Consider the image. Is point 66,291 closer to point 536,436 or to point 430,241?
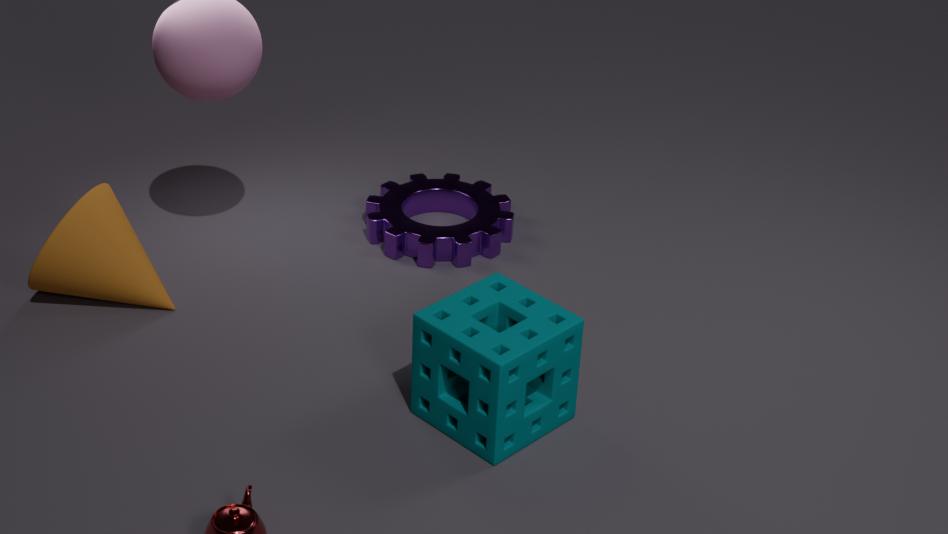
point 430,241
